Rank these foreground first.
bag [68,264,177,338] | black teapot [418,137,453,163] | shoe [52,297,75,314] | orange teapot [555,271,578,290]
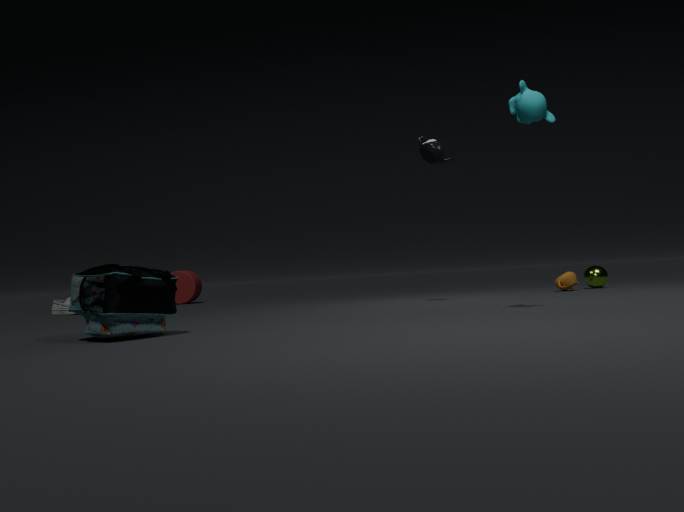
bag [68,264,177,338]
black teapot [418,137,453,163]
orange teapot [555,271,578,290]
shoe [52,297,75,314]
